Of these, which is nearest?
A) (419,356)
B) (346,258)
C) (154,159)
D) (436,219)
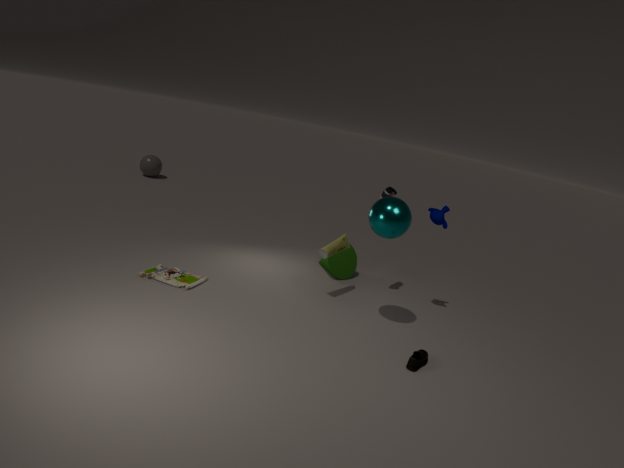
(419,356)
